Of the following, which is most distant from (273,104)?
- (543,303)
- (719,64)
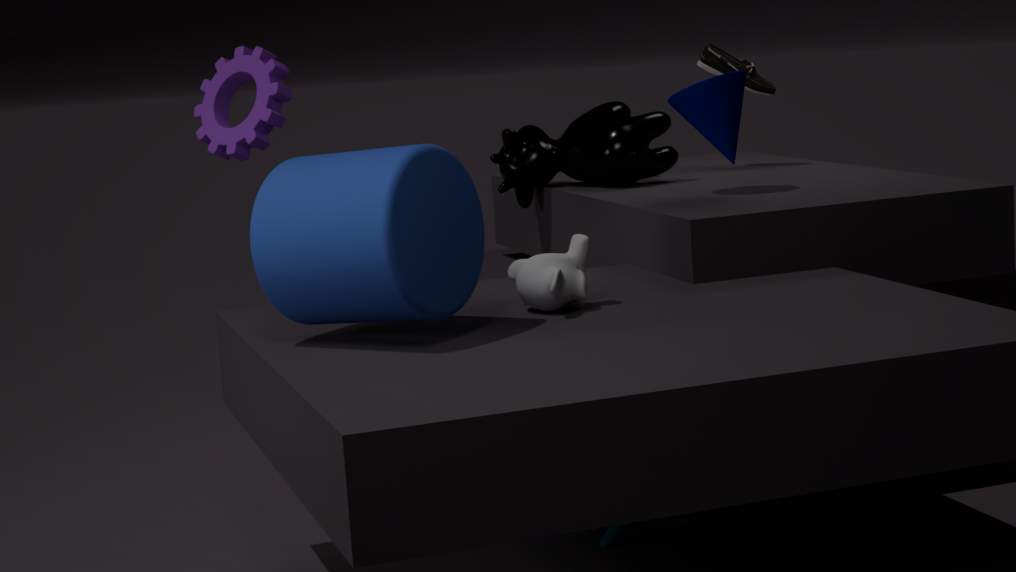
(719,64)
